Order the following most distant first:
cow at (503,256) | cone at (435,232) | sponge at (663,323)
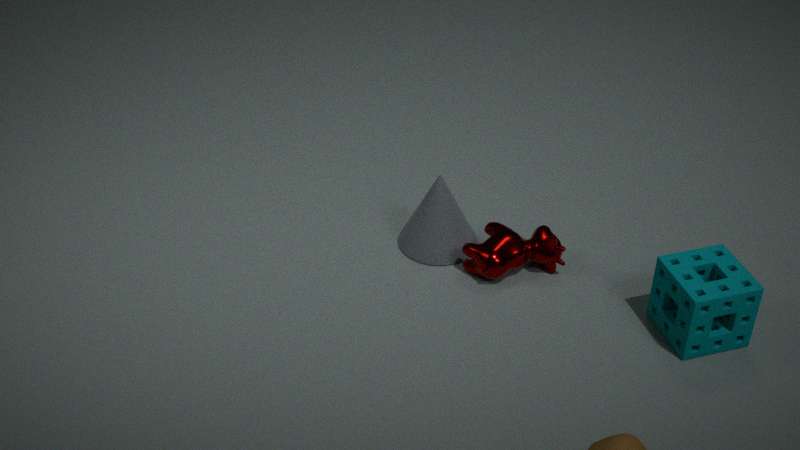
cone at (435,232) → cow at (503,256) → sponge at (663,323)
